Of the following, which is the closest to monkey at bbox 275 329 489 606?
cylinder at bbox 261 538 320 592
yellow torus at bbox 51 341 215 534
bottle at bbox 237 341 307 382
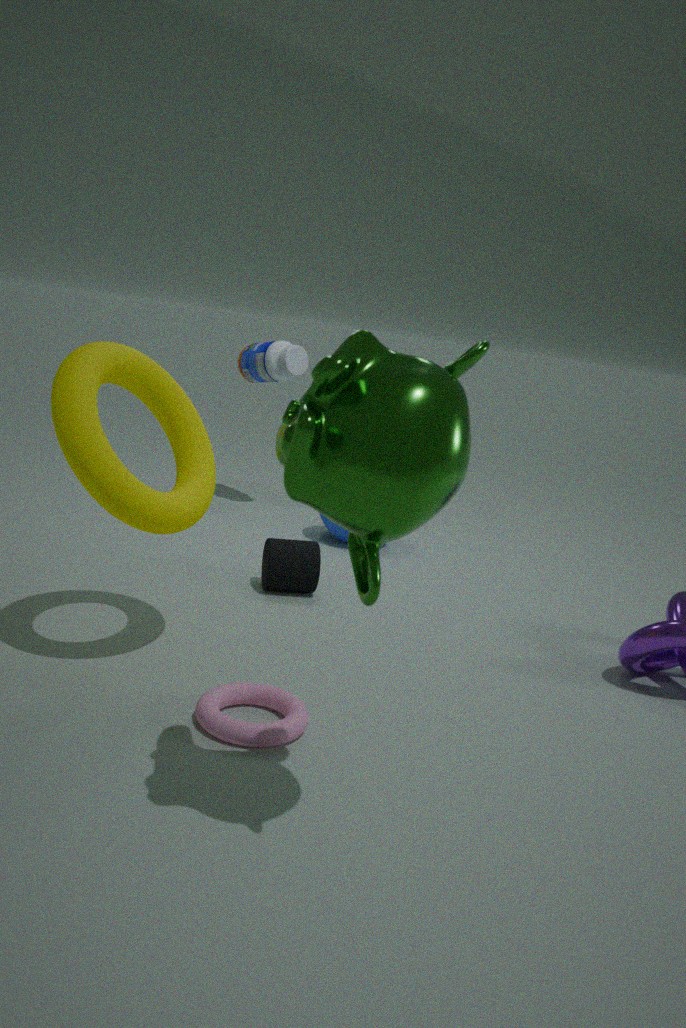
yellow torus at bbox 51 341 215 534
